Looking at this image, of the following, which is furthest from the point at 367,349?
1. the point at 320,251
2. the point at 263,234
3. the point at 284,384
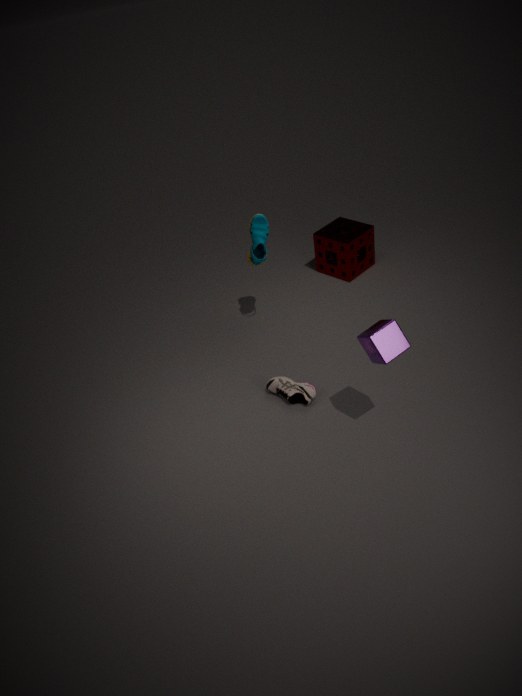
the point at 320,251
